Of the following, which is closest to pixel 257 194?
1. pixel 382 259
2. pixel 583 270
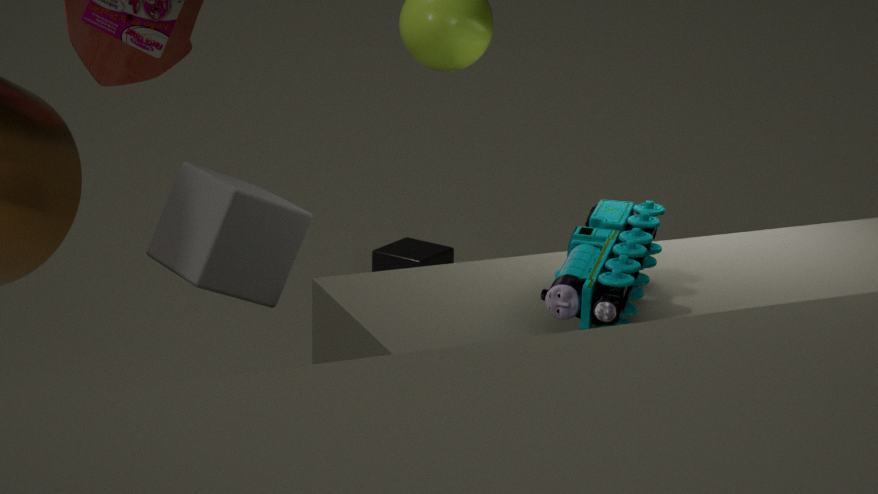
pixel 583 270
